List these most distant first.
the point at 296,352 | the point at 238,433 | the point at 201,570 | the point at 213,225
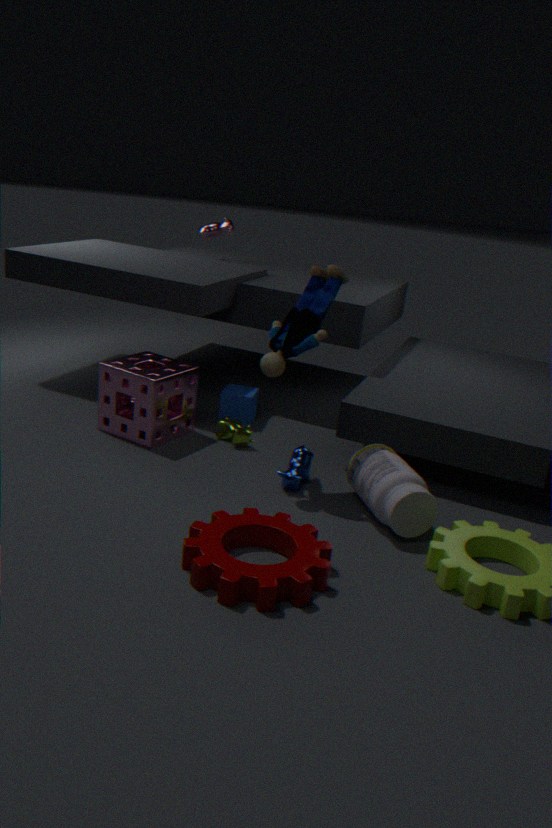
the point at 213,225
the point at 238,433
the point at 296,352
the point at 201,570
